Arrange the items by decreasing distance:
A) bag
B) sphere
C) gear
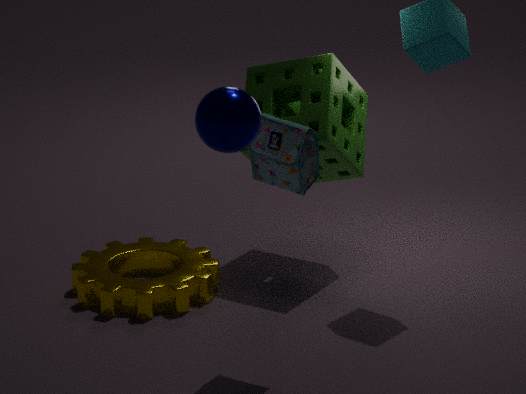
gear < bag < sphere
